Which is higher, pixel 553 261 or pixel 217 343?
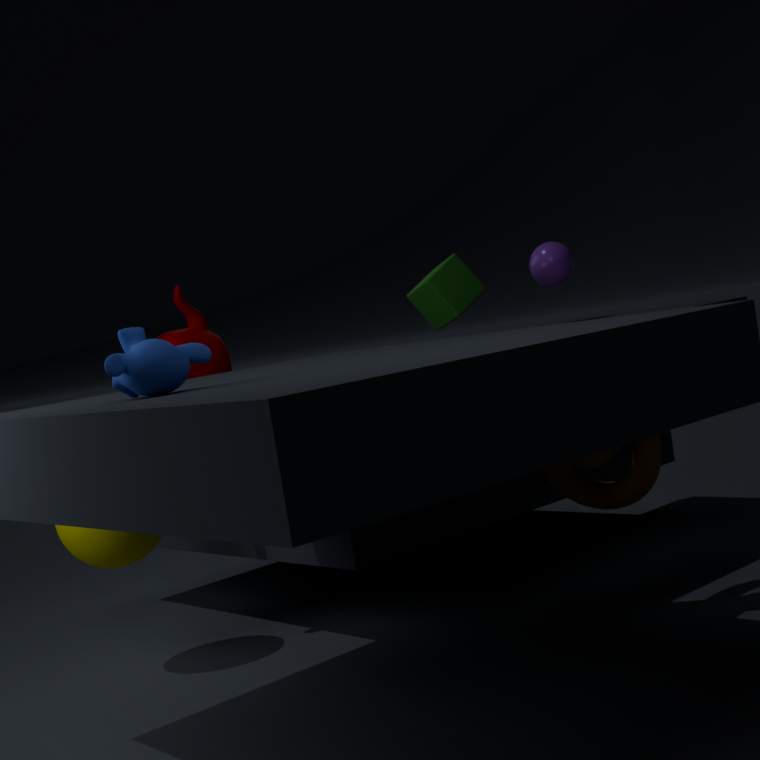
pixel 553 261
